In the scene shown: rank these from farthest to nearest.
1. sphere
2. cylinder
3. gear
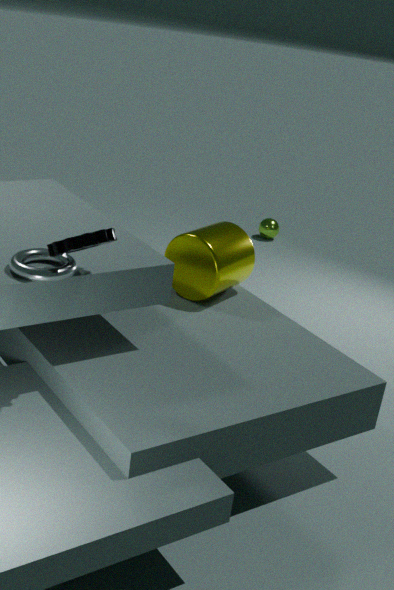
sphere < cylinder < gear
